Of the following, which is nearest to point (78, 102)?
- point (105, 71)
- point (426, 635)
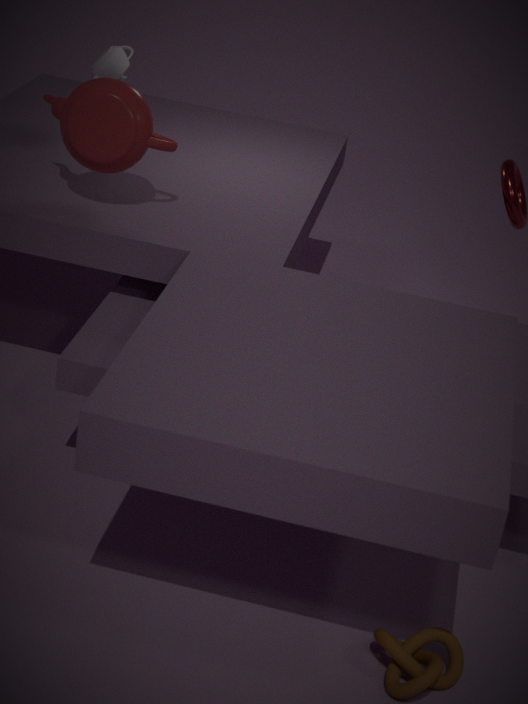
point (105, 71)
